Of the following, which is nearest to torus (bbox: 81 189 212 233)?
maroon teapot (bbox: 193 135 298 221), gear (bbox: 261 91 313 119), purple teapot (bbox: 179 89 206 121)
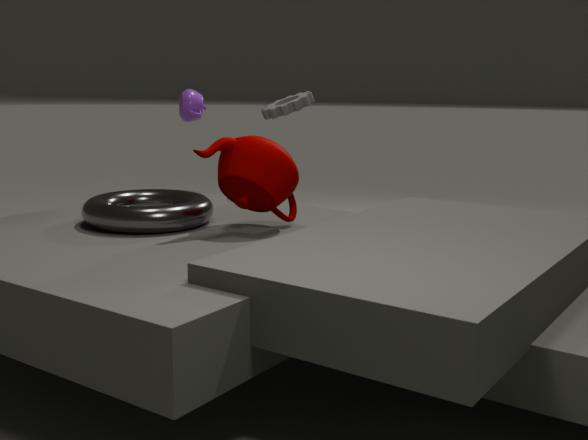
maroon teapot (bbox: 193 135 298 221)
